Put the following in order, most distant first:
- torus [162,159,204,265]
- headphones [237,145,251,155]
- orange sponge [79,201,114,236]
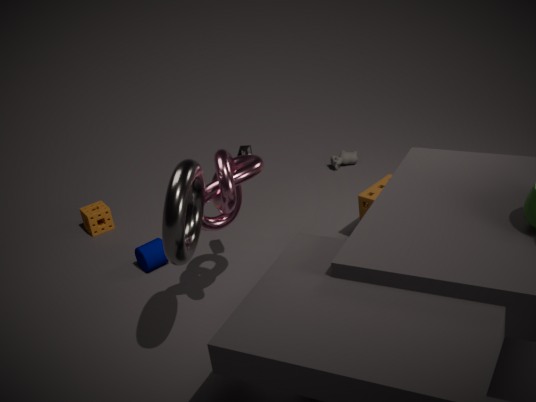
orange sponge [79,201,114,236] → headphones [237,145,251,155] → torus [162,159,204,265]
